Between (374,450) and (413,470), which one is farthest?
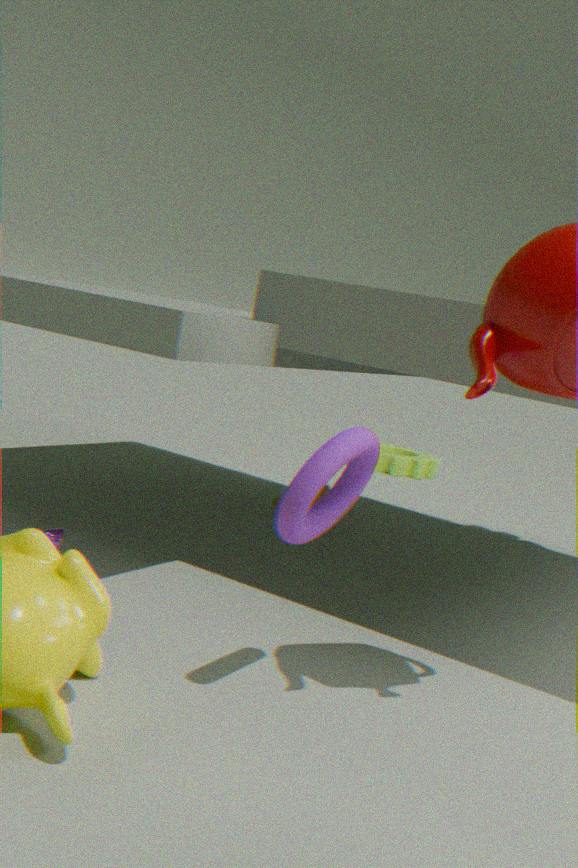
(413,470)
